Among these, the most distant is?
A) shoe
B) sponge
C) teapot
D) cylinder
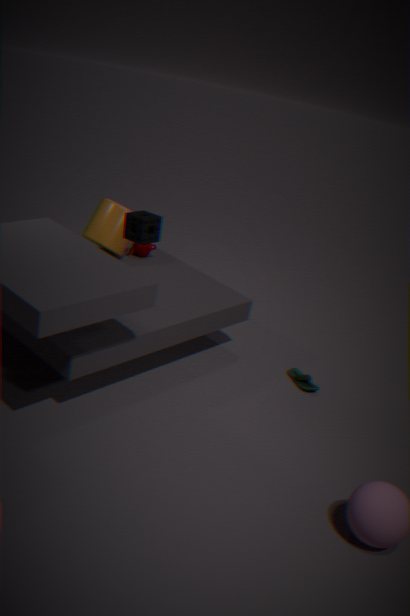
teapot
